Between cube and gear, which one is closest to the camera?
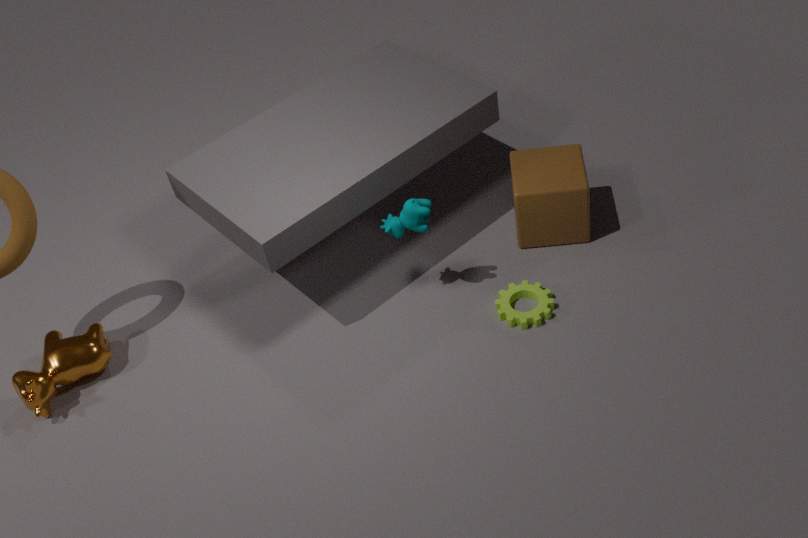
gear
